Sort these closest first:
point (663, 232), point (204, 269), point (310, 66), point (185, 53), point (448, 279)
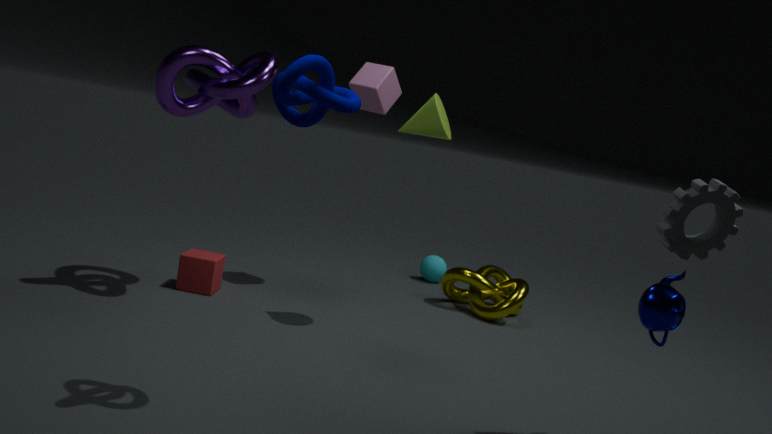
point (310, 66), point (663, 232), point (185, 53), point (204, 269), point (448, 279)
